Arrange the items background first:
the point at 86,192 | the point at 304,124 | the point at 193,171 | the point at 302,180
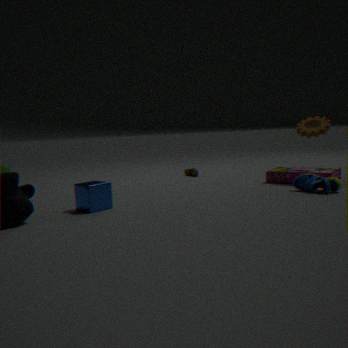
the point at 193,171
the point at 304,124
the point at 302,180
the point at 86,192
